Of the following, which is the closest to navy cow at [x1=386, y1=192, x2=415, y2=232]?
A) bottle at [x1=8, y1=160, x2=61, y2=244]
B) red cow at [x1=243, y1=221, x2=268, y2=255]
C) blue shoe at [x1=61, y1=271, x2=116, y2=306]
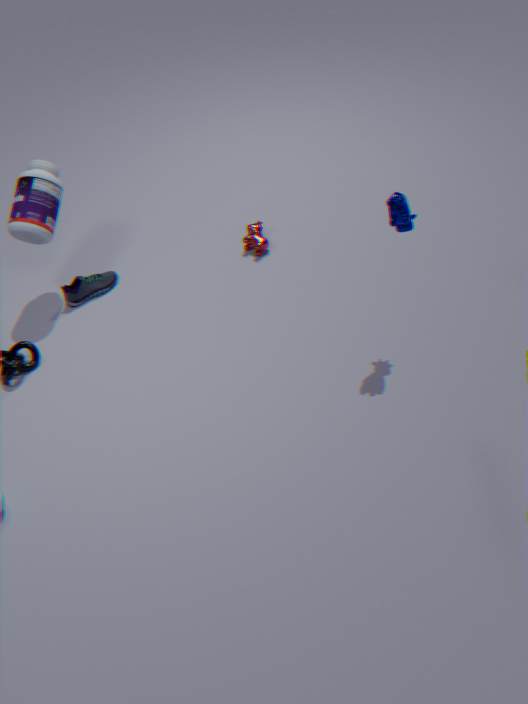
red cow at [x1=243, y1=221, x2=268, y2=255]
